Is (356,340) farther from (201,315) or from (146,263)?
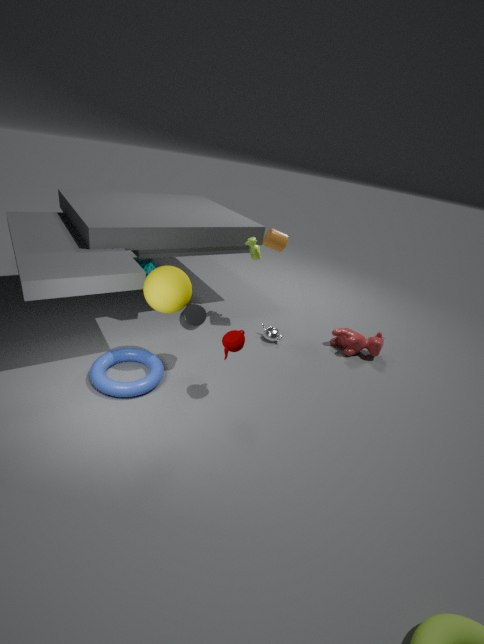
(146,263)
